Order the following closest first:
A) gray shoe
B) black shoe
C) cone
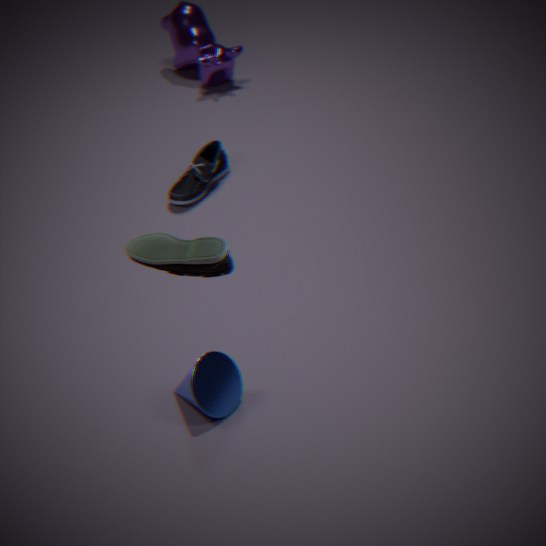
gray shoe < cone < black shoe
